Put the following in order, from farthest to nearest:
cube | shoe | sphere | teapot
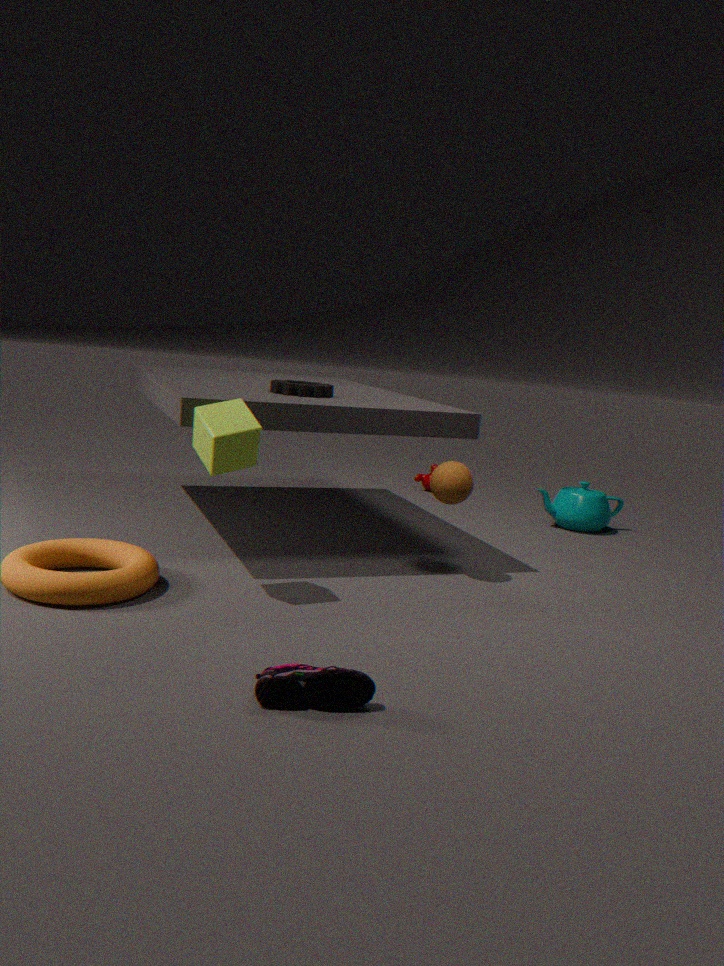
1. teapot
2. sphere
3. cube
4. shoe
